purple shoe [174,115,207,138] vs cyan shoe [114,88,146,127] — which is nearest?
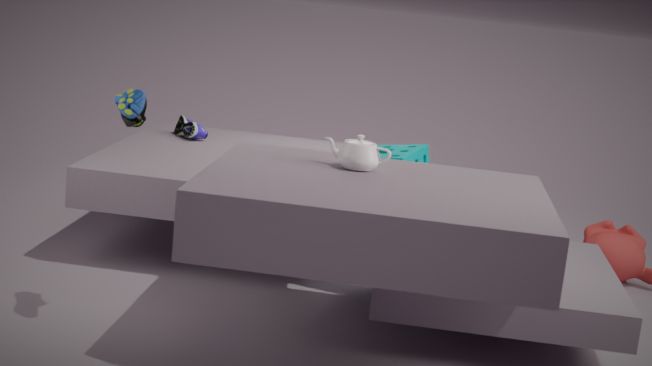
cyan shoe [114,88,146,127]
